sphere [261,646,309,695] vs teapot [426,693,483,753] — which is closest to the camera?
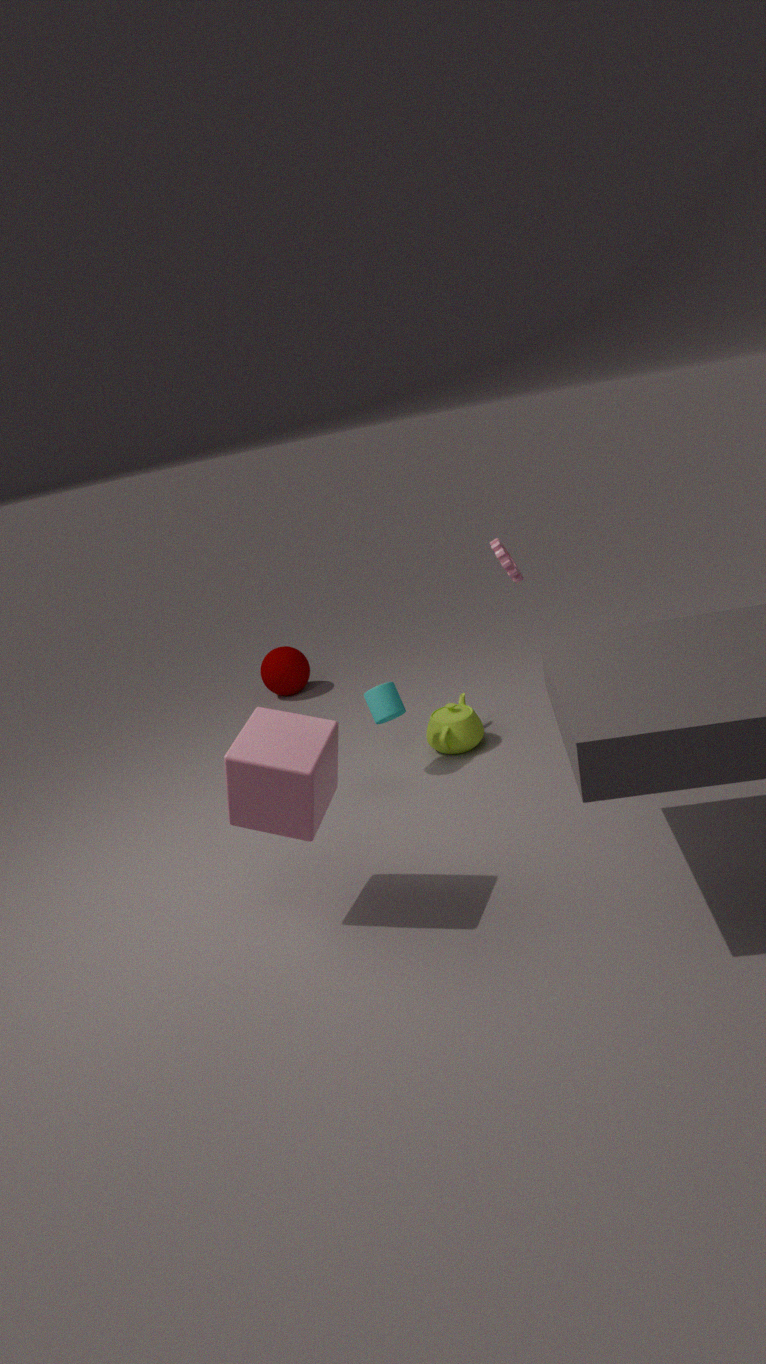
teapot [426,693,483,753]
